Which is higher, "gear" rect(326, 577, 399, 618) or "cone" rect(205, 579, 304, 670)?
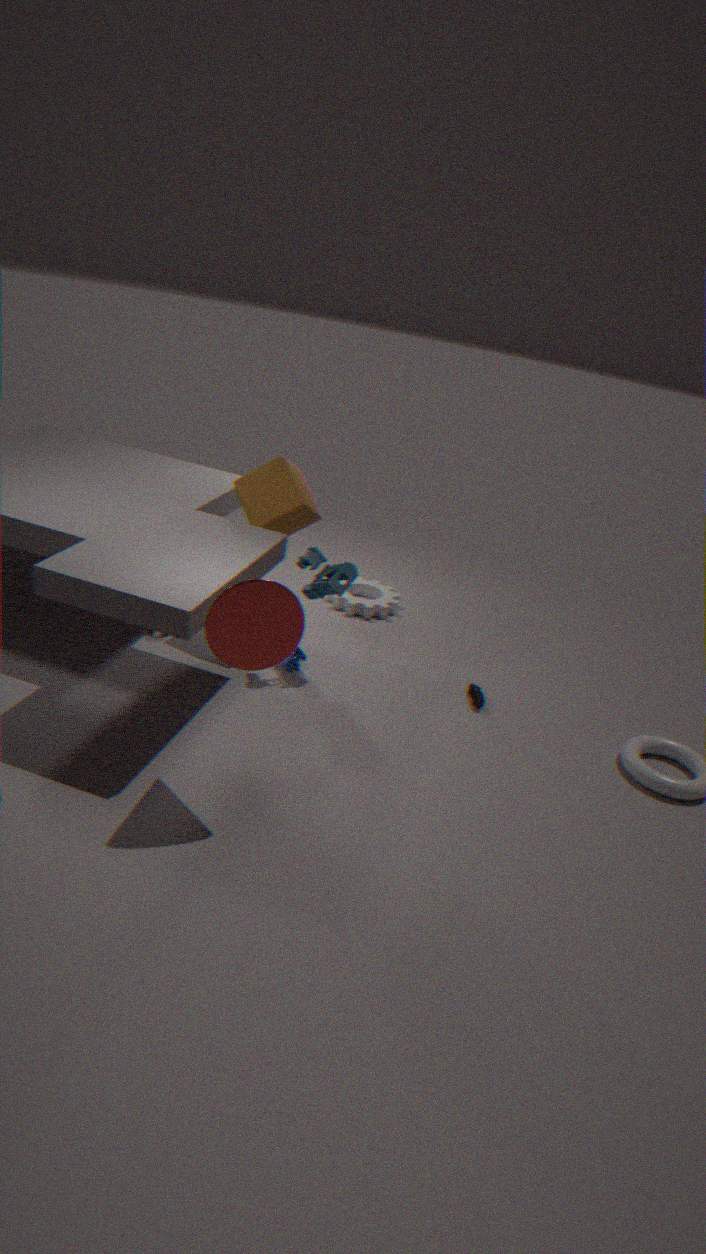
"cone" rect(205, 579, 304, 670)
